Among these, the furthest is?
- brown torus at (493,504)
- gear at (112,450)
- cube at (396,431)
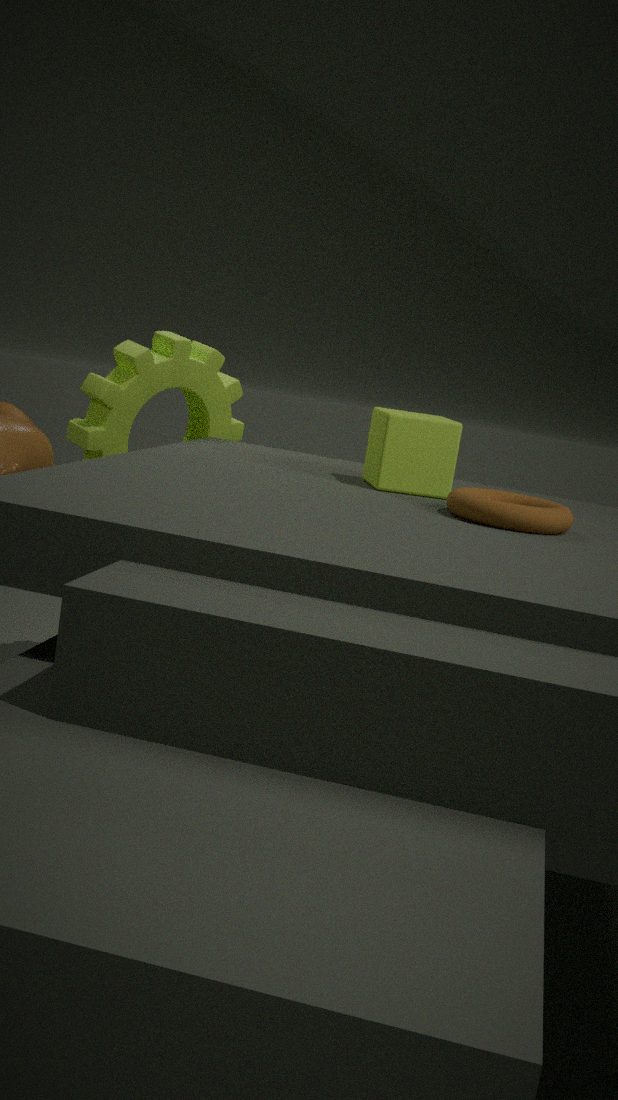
gear at (112,450)
